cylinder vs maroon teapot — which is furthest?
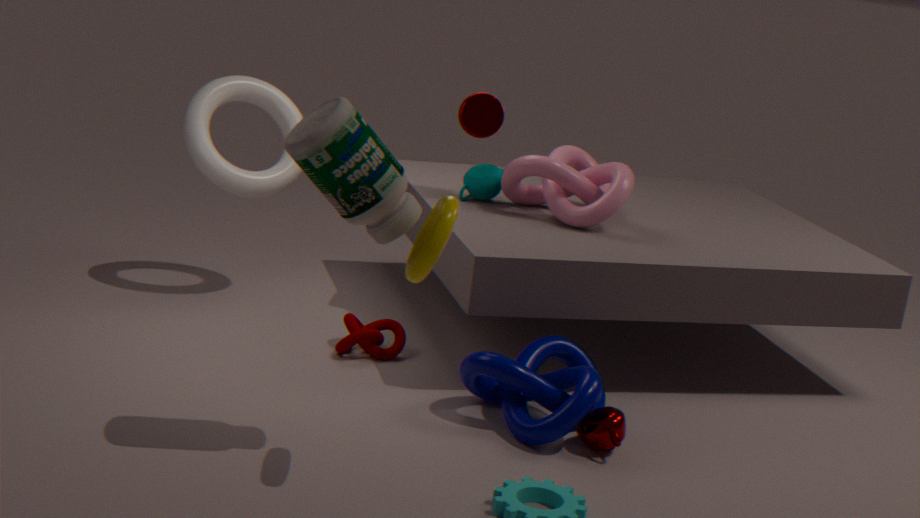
cylinder
